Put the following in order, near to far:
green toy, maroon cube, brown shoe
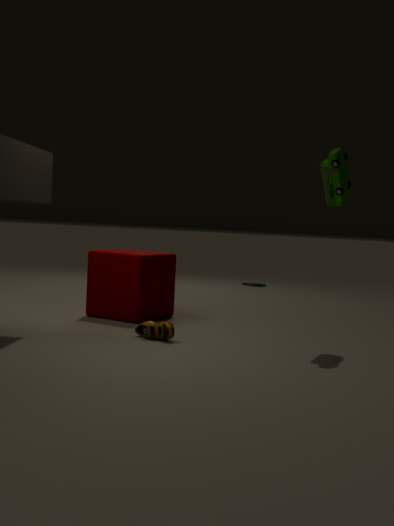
A: green toy → brown shoe → maroon cube
